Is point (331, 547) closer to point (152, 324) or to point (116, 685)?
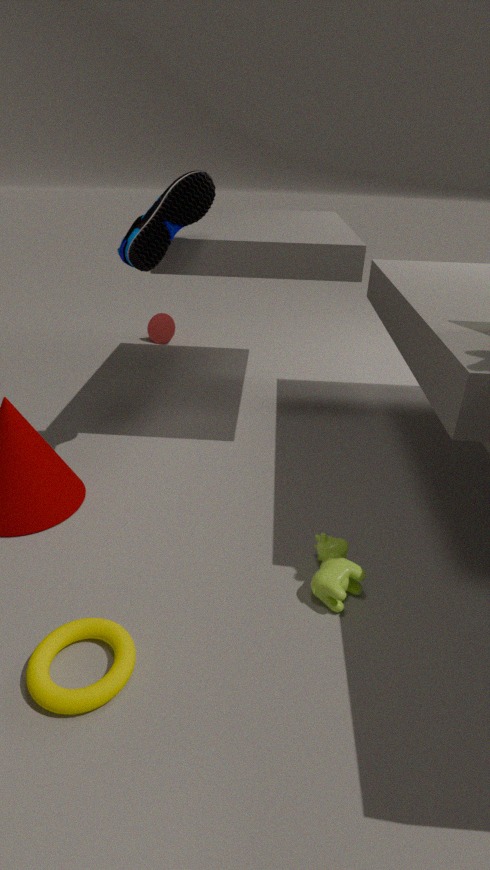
point (116, 685)
